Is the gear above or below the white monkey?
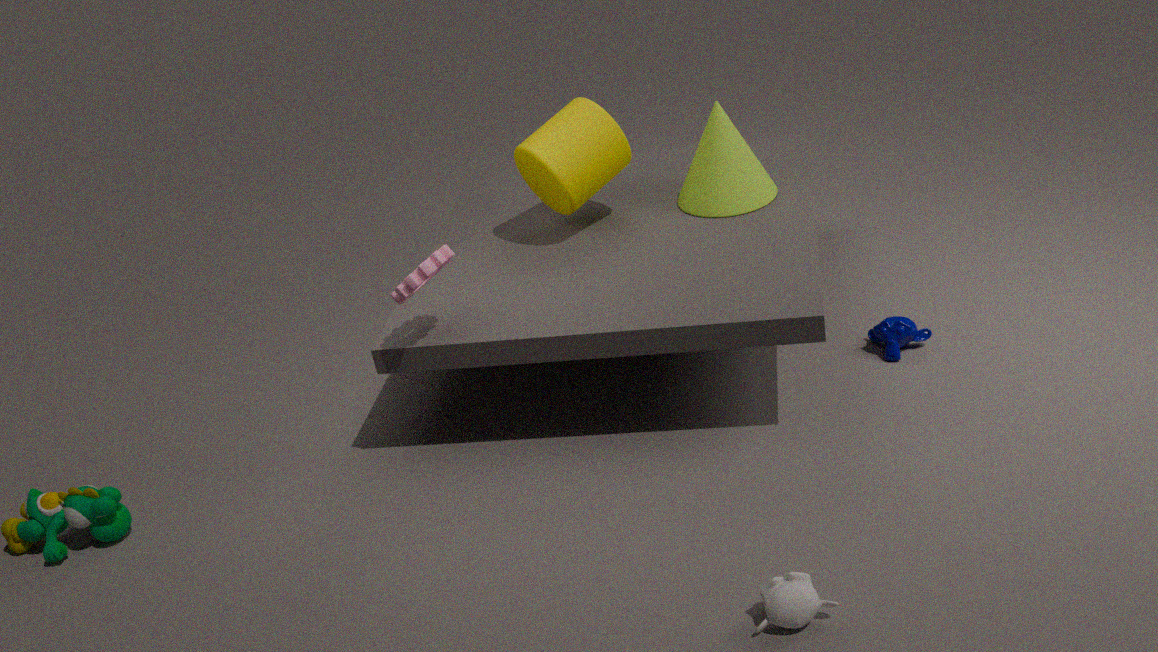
above
